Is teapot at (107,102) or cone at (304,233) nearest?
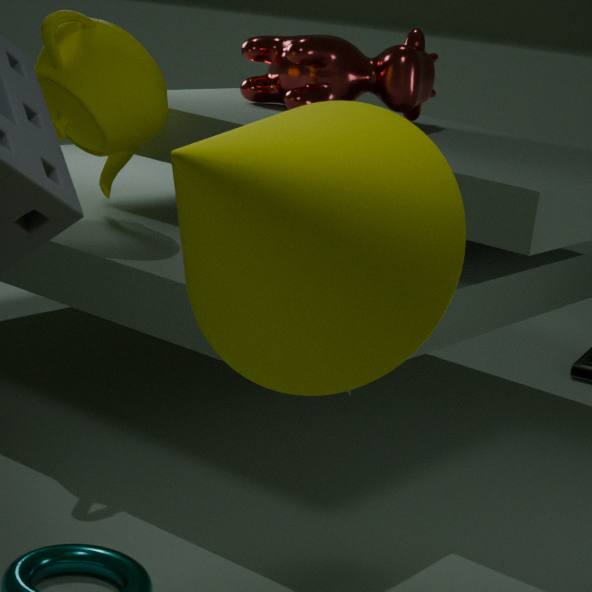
cone at (304,233)
